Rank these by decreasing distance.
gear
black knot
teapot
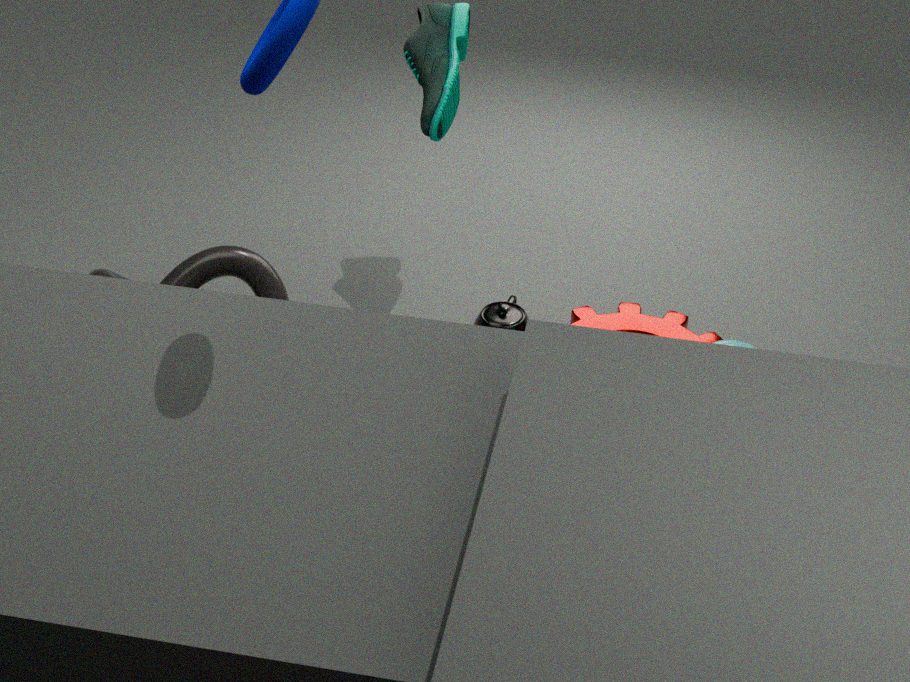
teapot < gear < black knot
